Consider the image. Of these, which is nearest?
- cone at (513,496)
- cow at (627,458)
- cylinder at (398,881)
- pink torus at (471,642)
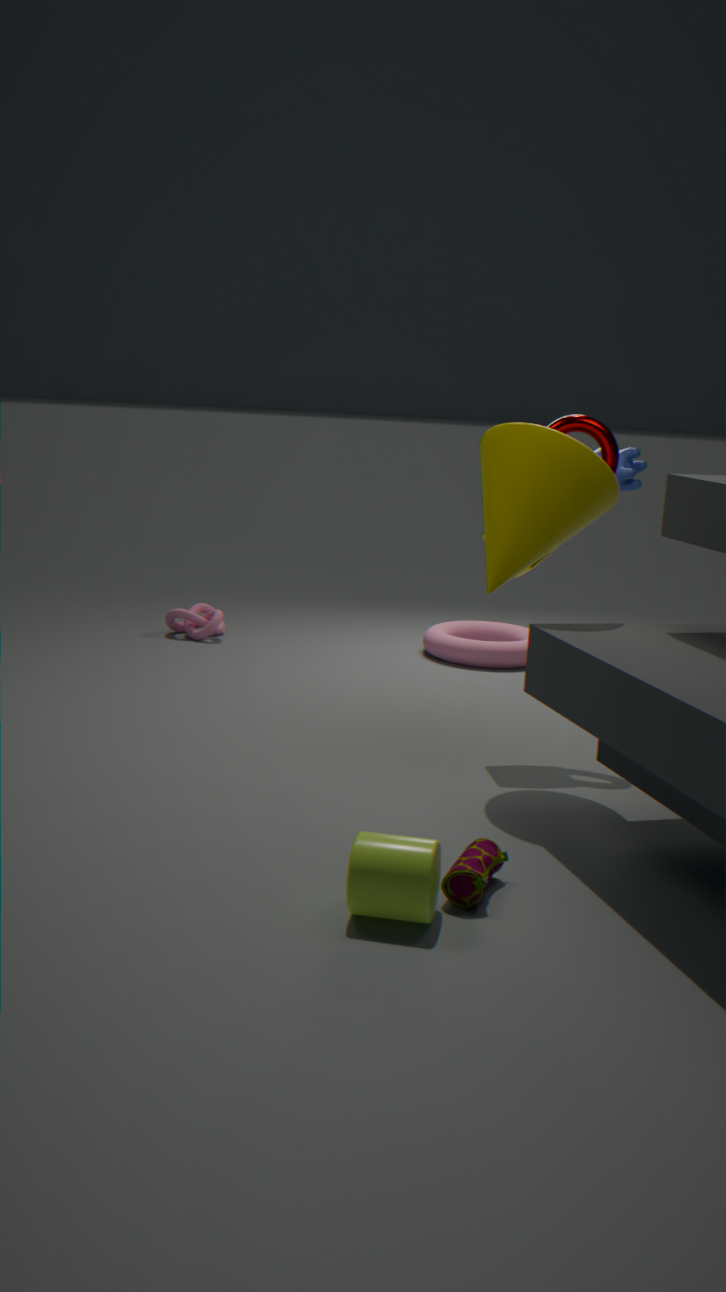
cylinder at (398,881)
